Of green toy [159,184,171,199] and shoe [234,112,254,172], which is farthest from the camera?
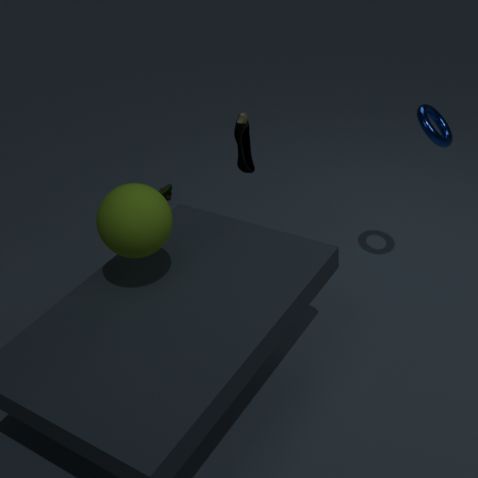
green toy [159,184,171,199]
